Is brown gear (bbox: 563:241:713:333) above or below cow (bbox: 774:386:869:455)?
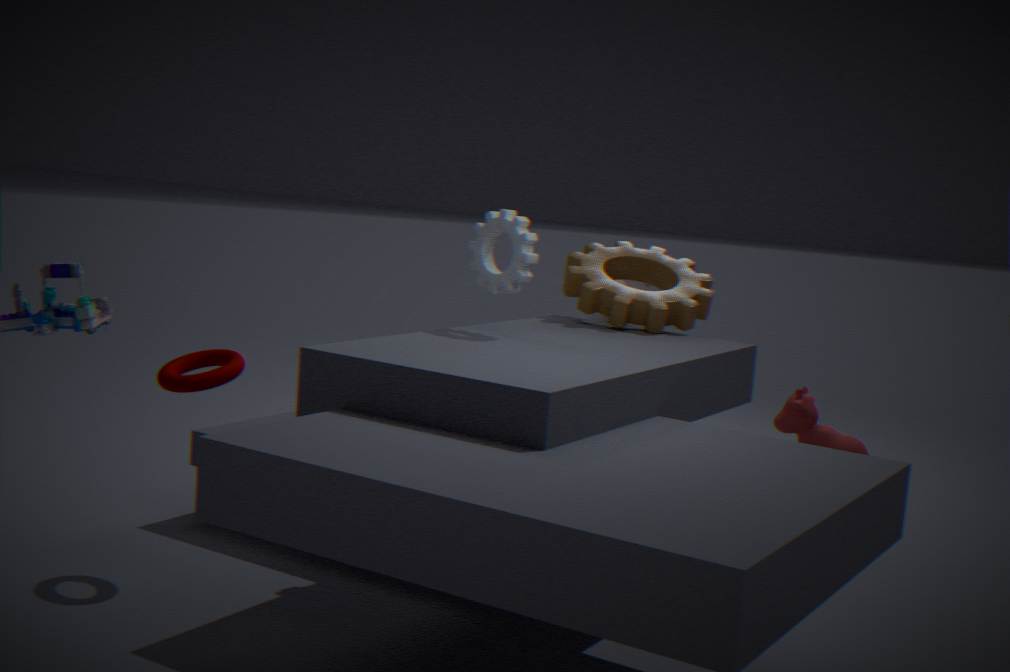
above
